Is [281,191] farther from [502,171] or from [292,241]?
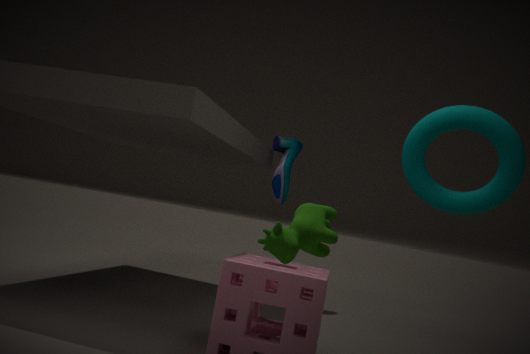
[292,241]
